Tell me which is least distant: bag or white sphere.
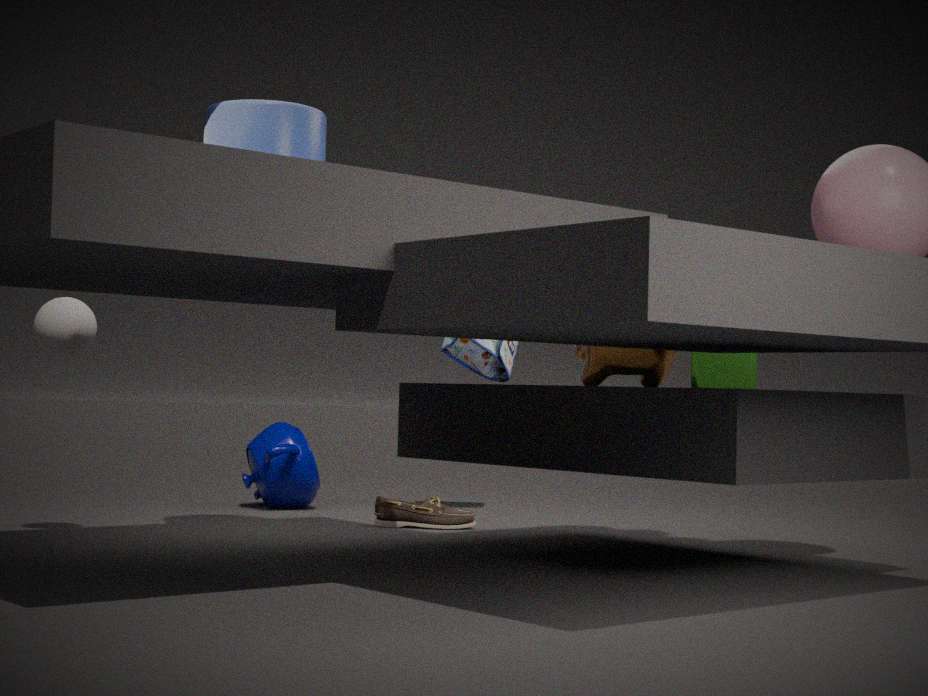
white sphere
